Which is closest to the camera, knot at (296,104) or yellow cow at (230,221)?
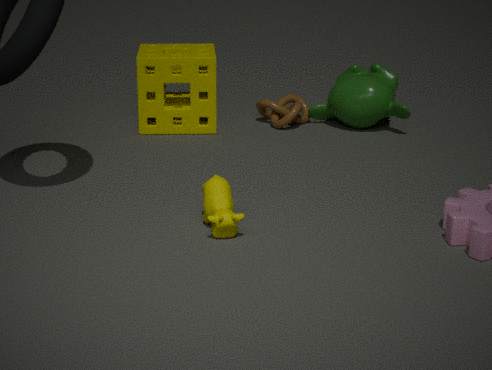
yellow cow at (230,221)
